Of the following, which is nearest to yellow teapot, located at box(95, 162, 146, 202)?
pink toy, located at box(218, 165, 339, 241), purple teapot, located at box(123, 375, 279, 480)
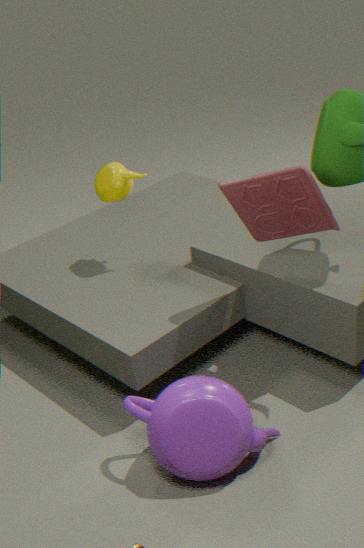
pink toy, located at box(218, 165, 339, 241)
